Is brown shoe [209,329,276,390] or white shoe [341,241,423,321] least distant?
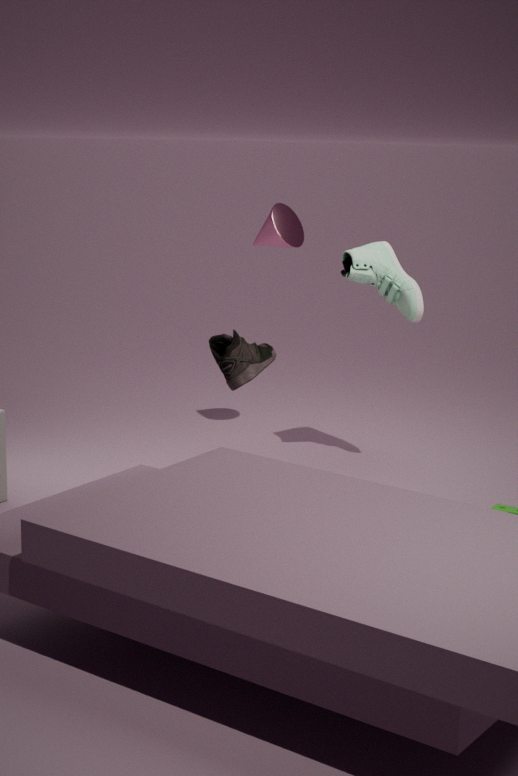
brown shoe [209,329,276,390]
